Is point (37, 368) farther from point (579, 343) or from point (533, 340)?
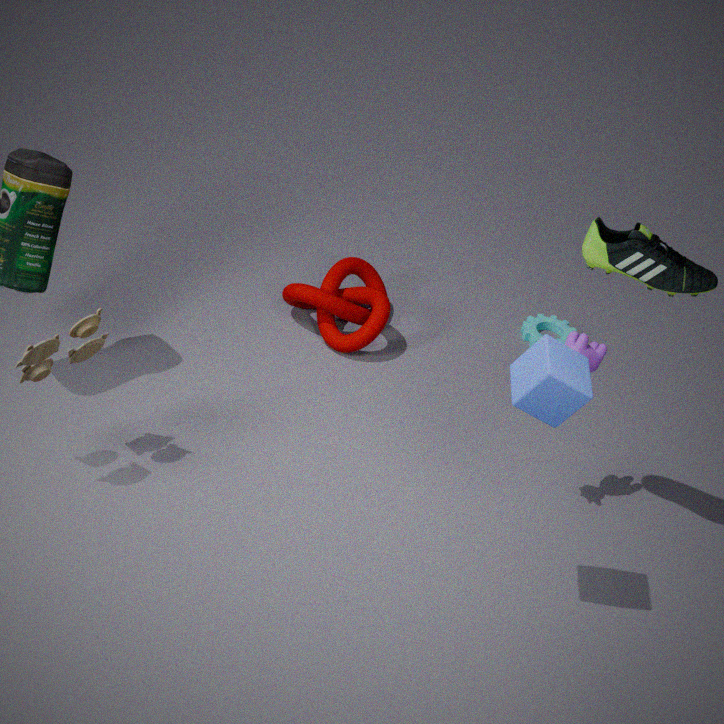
point (533, 340)
